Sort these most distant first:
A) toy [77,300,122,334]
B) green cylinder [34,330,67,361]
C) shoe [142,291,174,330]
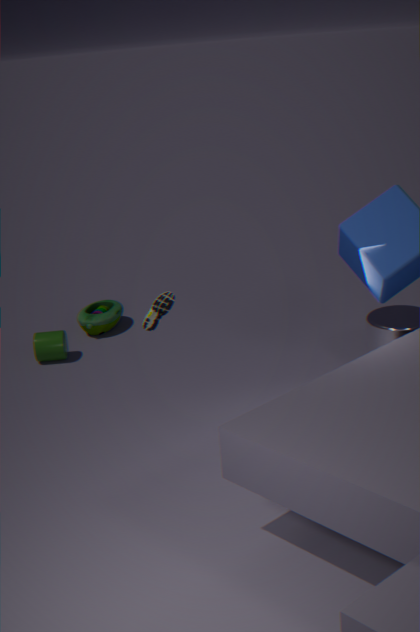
1. toy [77,300,122,334]
2. green cylinder [34,330,67,361]
3. shoe [142,291,174,330]
